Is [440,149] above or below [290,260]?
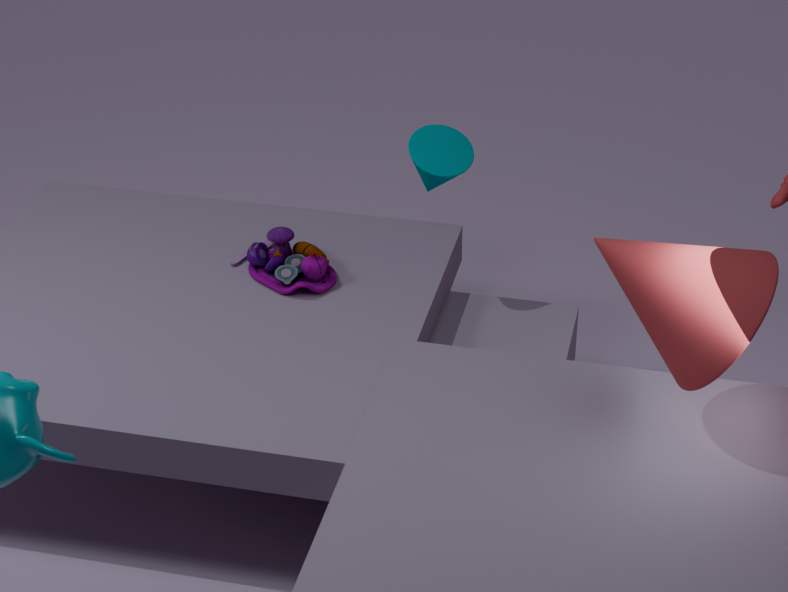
above
